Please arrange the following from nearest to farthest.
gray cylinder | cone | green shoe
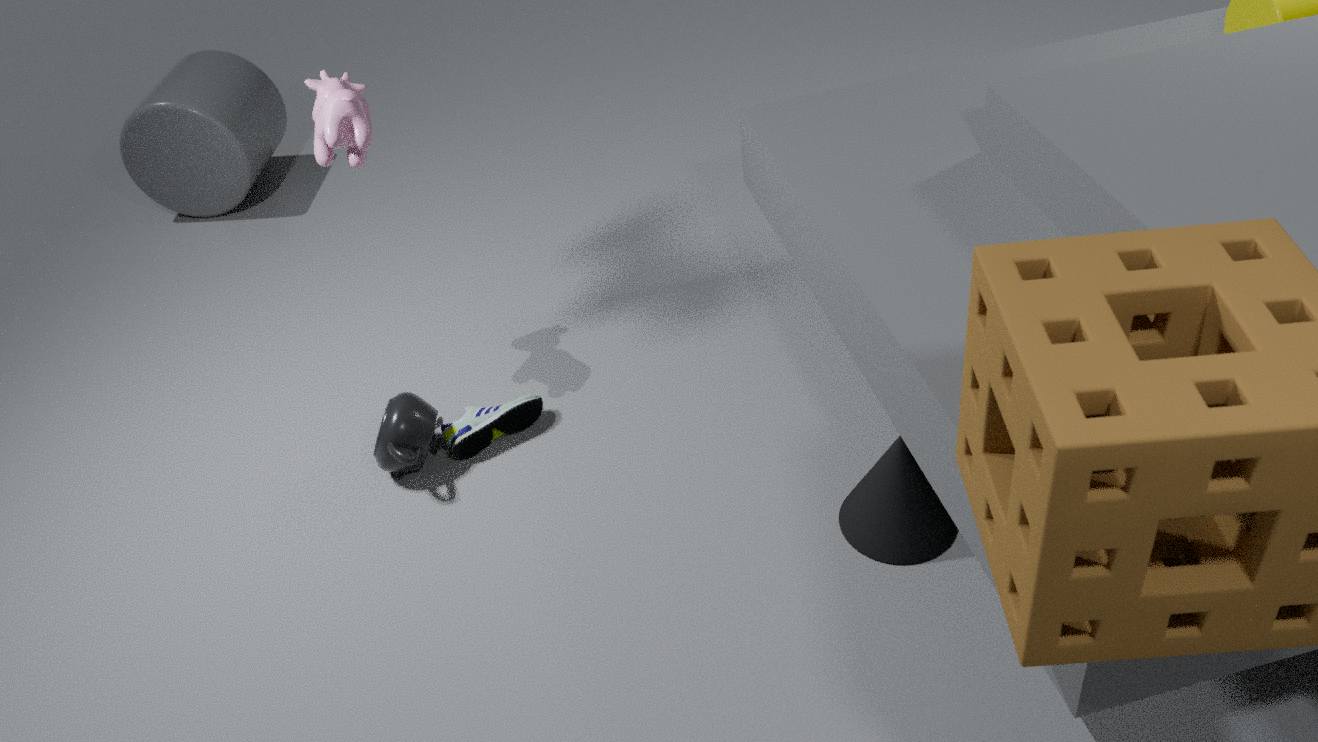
cone < green shoe < gray cylinder
